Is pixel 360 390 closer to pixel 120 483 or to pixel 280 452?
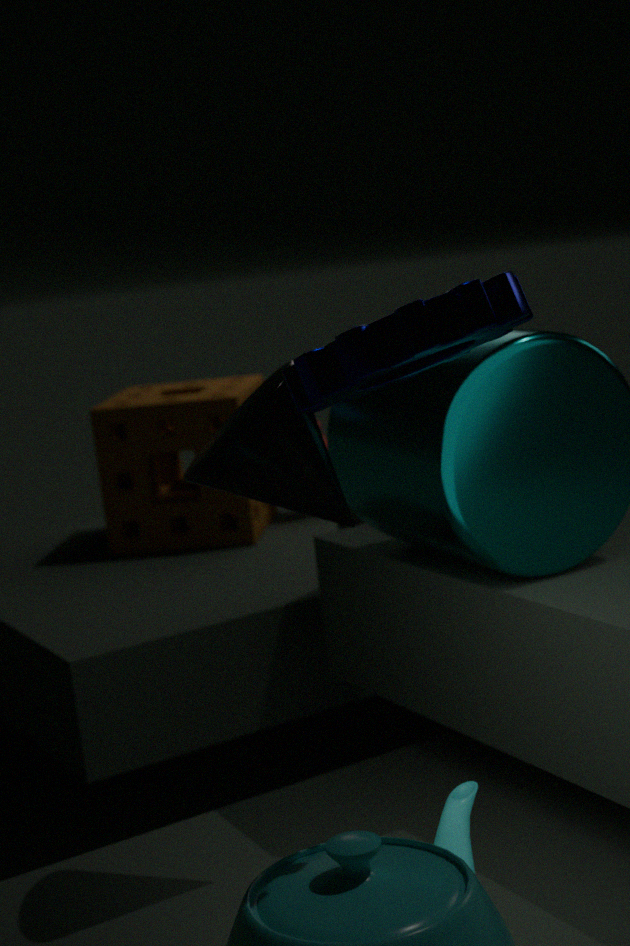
pixel 280 452
